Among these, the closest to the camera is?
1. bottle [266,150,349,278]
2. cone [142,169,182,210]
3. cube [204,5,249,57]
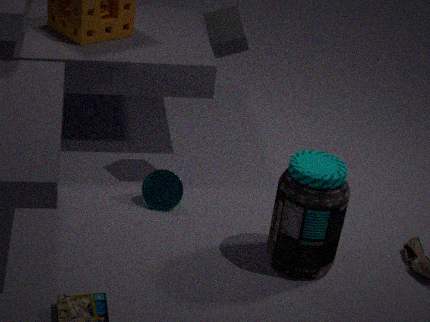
bottle [266,150,349,278]
